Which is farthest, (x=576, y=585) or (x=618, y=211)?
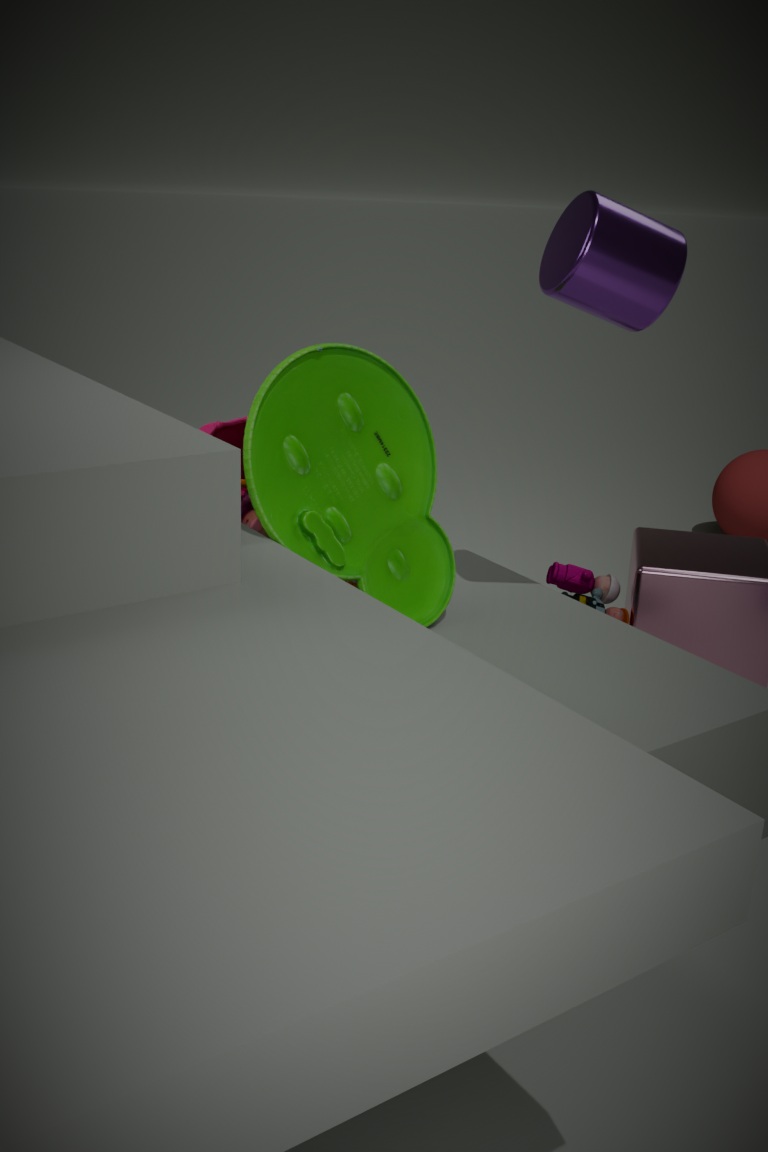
(x=576, y=585)
